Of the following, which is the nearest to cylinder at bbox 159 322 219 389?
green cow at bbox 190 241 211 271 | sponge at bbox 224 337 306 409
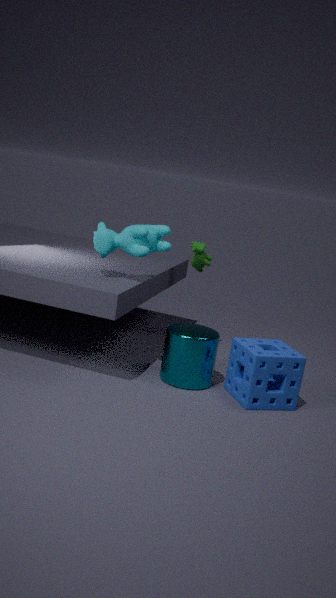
sponge at bbox 224 337 306 409
